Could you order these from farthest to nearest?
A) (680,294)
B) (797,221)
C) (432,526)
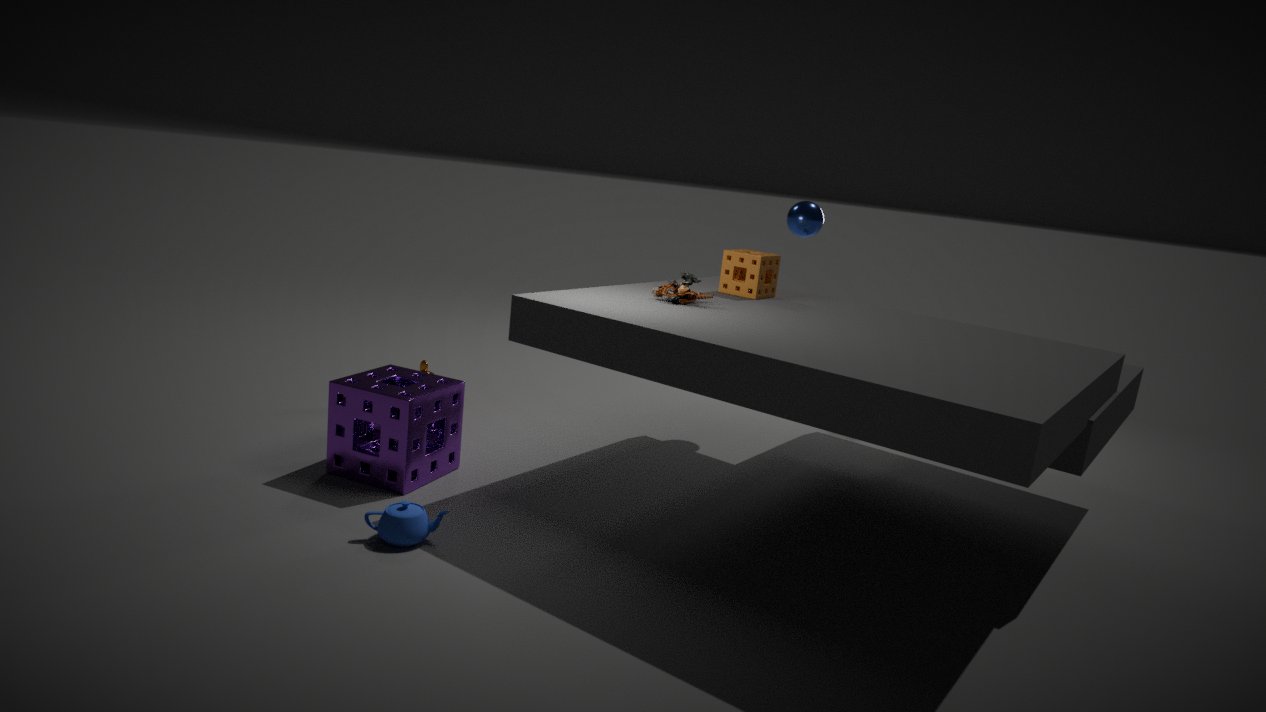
(797,221) → (680,294) → (432,526)
